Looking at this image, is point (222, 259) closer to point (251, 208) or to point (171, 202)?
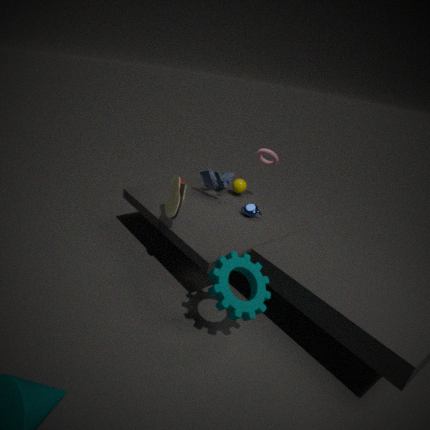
point (171, 202)
